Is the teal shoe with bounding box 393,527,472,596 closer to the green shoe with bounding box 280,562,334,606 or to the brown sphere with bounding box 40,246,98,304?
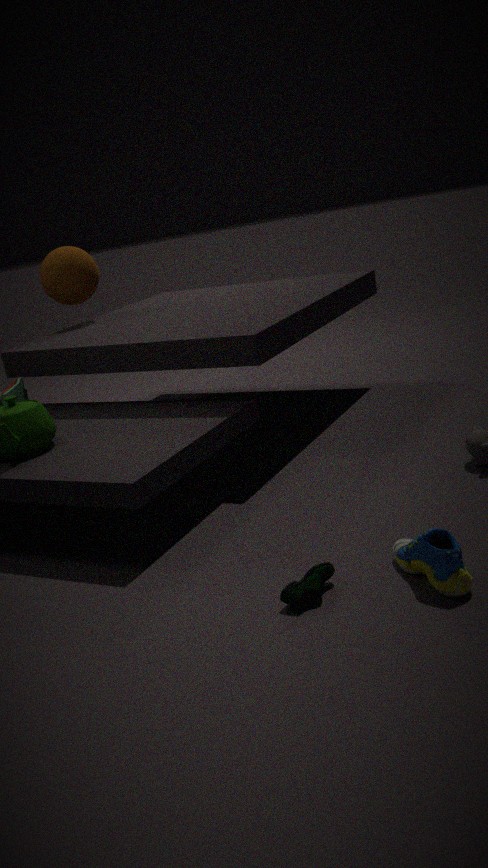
the green shoe with bounding box 280,562,334,606
